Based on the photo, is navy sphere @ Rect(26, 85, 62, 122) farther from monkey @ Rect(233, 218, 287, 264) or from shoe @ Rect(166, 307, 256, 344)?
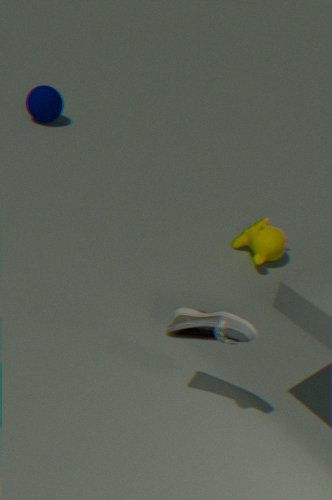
shoe @ Rect(166, 307, 256, 344)
